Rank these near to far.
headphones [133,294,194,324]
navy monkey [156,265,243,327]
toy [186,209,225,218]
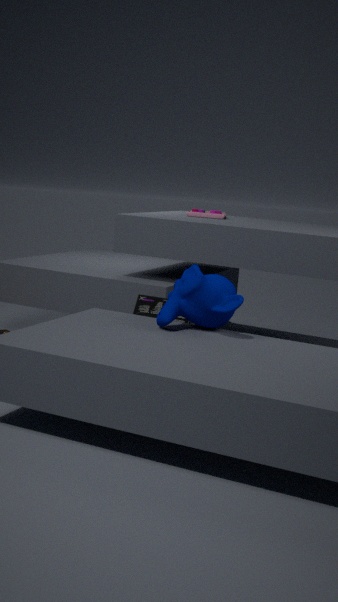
navy monkey [156,265,243,327], headphones [133,294,194,324], toy [186,209,225,218]
